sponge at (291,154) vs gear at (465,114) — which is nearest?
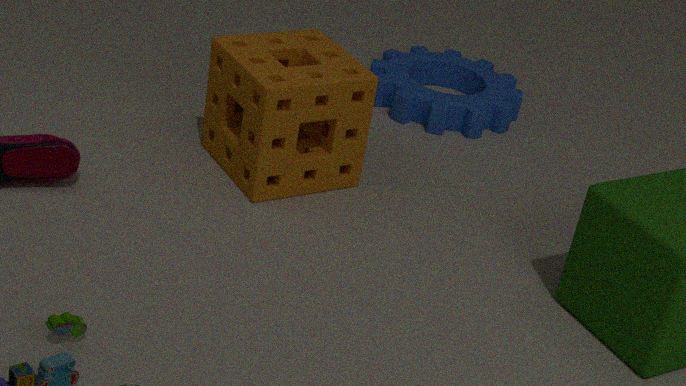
sponge at (291,154)
